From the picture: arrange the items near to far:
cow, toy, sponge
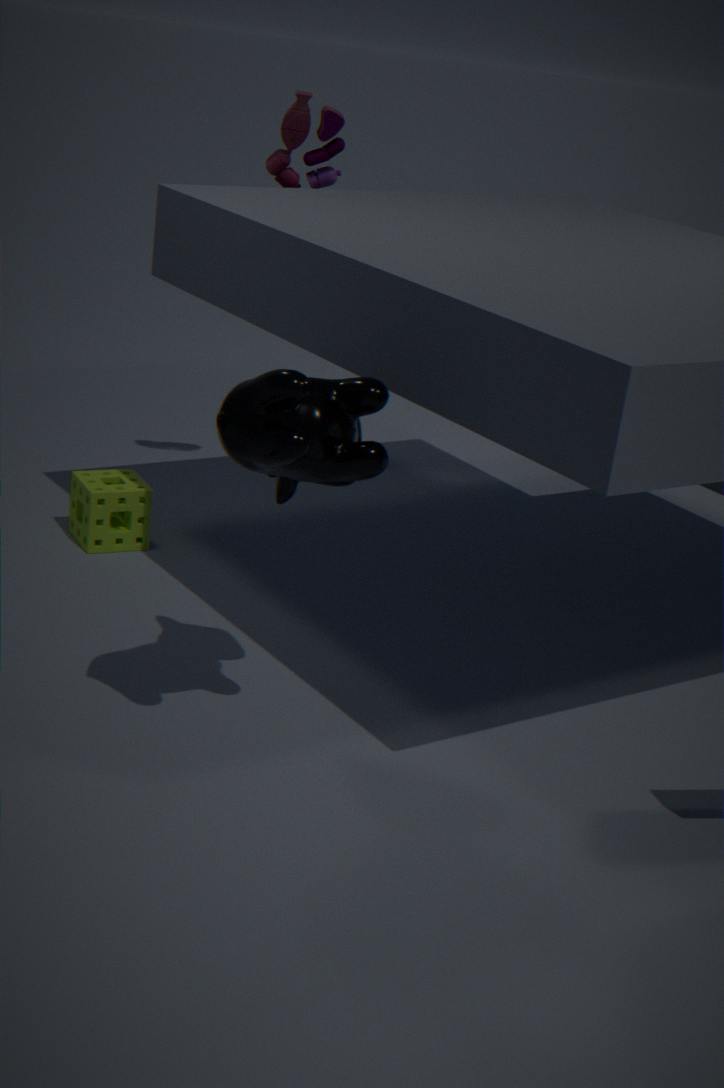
cow → sponge → toy
